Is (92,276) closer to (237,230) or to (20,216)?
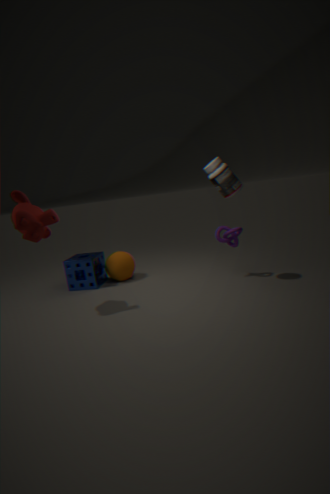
(20,216)
